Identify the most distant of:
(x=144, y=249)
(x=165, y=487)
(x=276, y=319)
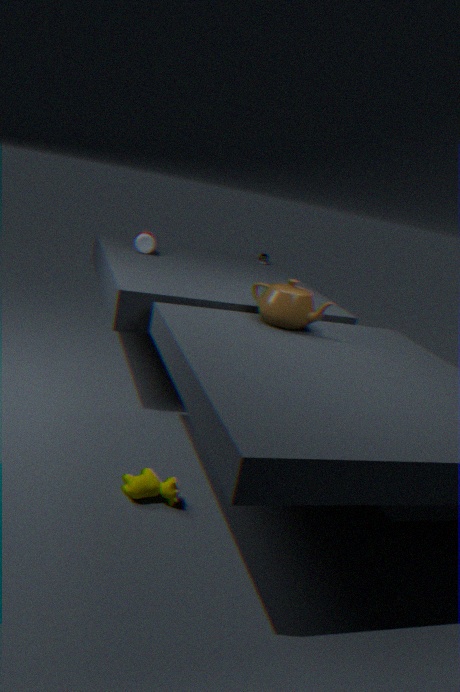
(x=144, y=249)
